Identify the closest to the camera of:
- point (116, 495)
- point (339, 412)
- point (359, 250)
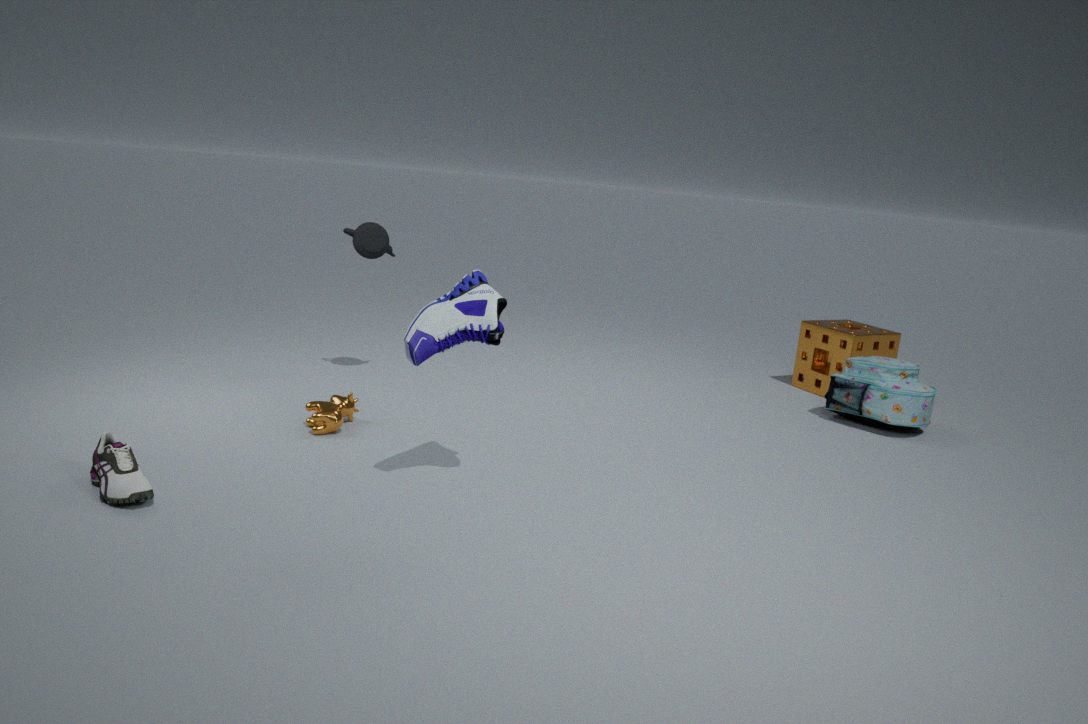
point (116, 495)
